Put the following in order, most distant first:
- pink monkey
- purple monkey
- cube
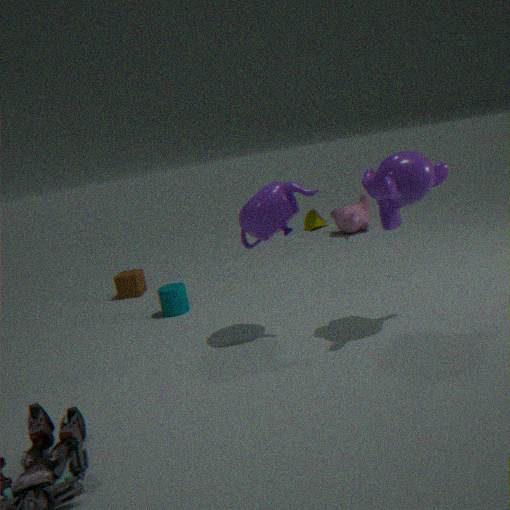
pink monkey → cube → purple monkey
